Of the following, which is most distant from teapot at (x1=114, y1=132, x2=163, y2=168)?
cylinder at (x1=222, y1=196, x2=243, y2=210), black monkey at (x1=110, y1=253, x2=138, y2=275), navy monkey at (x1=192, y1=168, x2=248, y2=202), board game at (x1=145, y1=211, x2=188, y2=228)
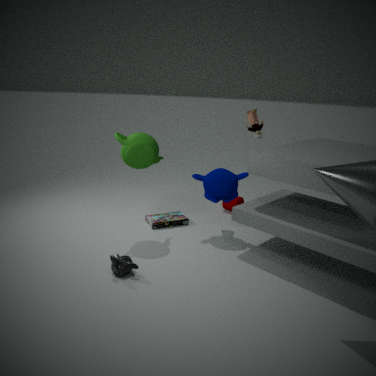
cylinder at (x1=222, y1=196, x2=243, y2=210)
